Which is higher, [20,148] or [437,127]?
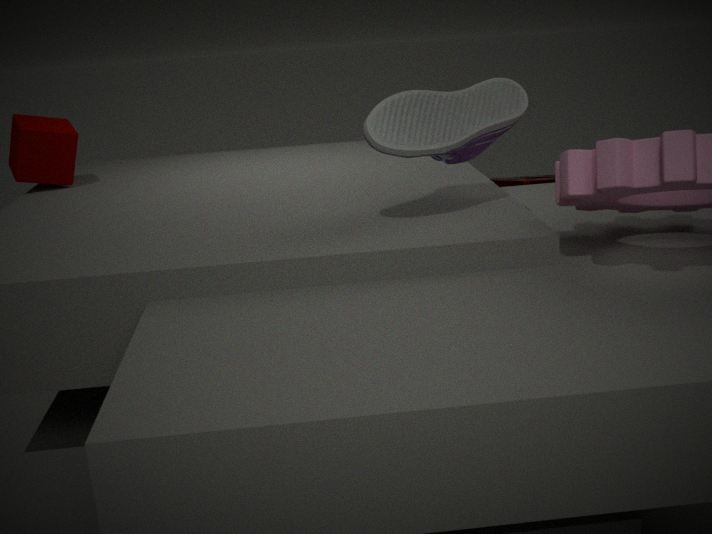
[437,127]
